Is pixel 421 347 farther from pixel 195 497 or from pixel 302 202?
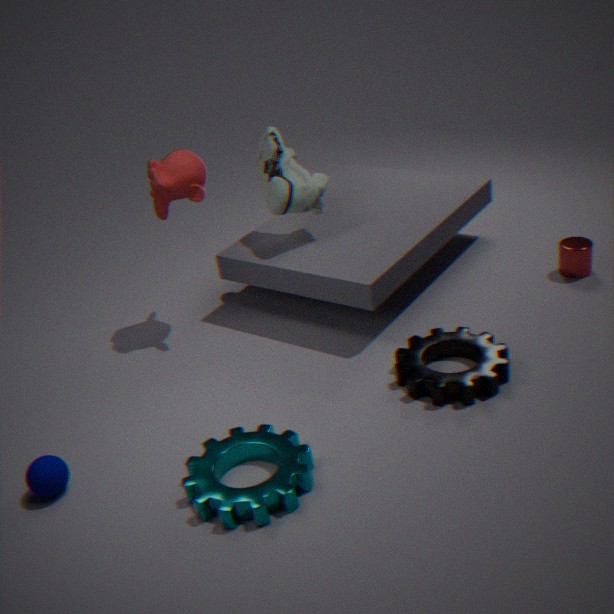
pixel 302 202
